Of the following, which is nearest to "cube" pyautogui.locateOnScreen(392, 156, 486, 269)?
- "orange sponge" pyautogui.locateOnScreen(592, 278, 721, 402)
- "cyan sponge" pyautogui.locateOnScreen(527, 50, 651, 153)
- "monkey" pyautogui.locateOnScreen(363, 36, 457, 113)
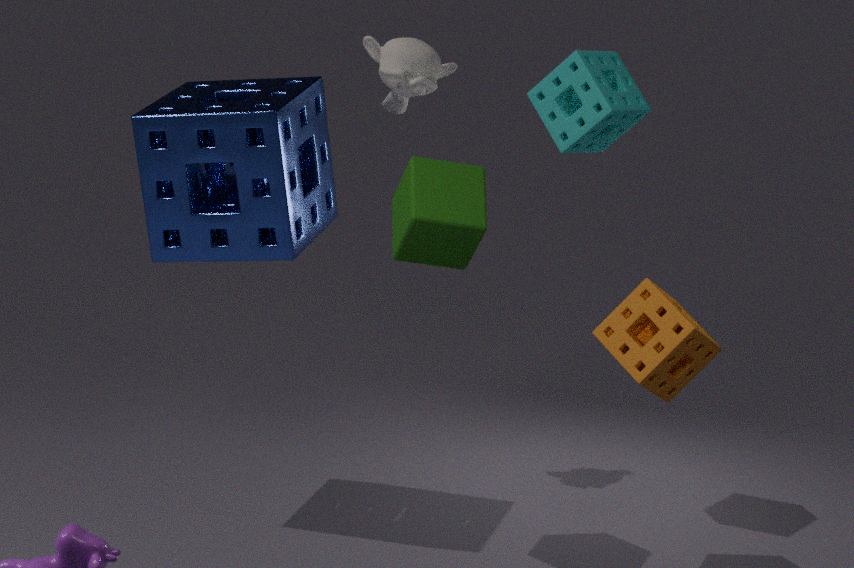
"cyan sponge" pyautogui.locateOnScreen(527, 50, 651, 153)
